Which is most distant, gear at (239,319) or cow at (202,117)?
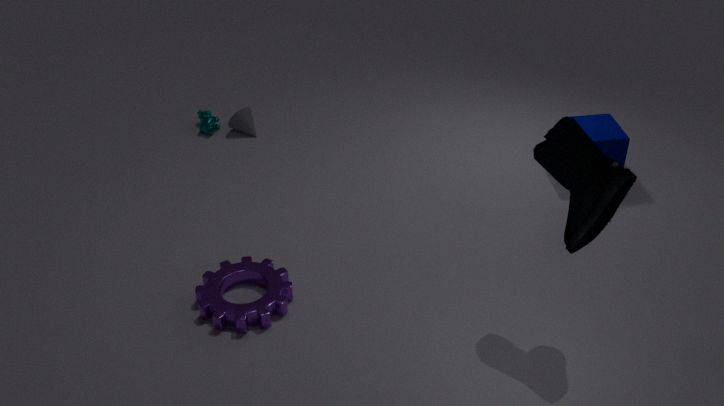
cow at (202,117)
